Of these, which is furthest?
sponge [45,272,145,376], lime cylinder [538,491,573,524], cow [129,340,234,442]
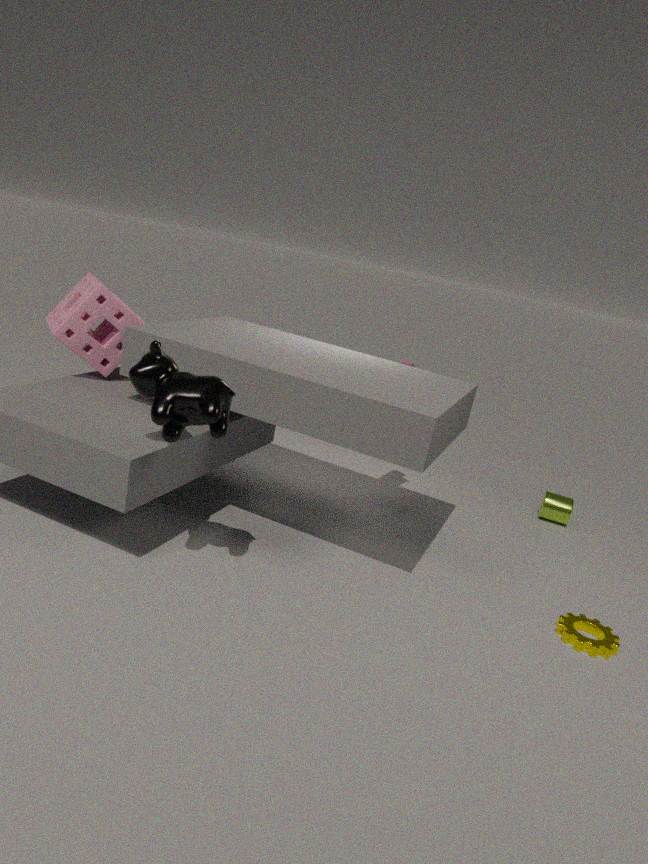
lime cylinder [538,491,573,524]
